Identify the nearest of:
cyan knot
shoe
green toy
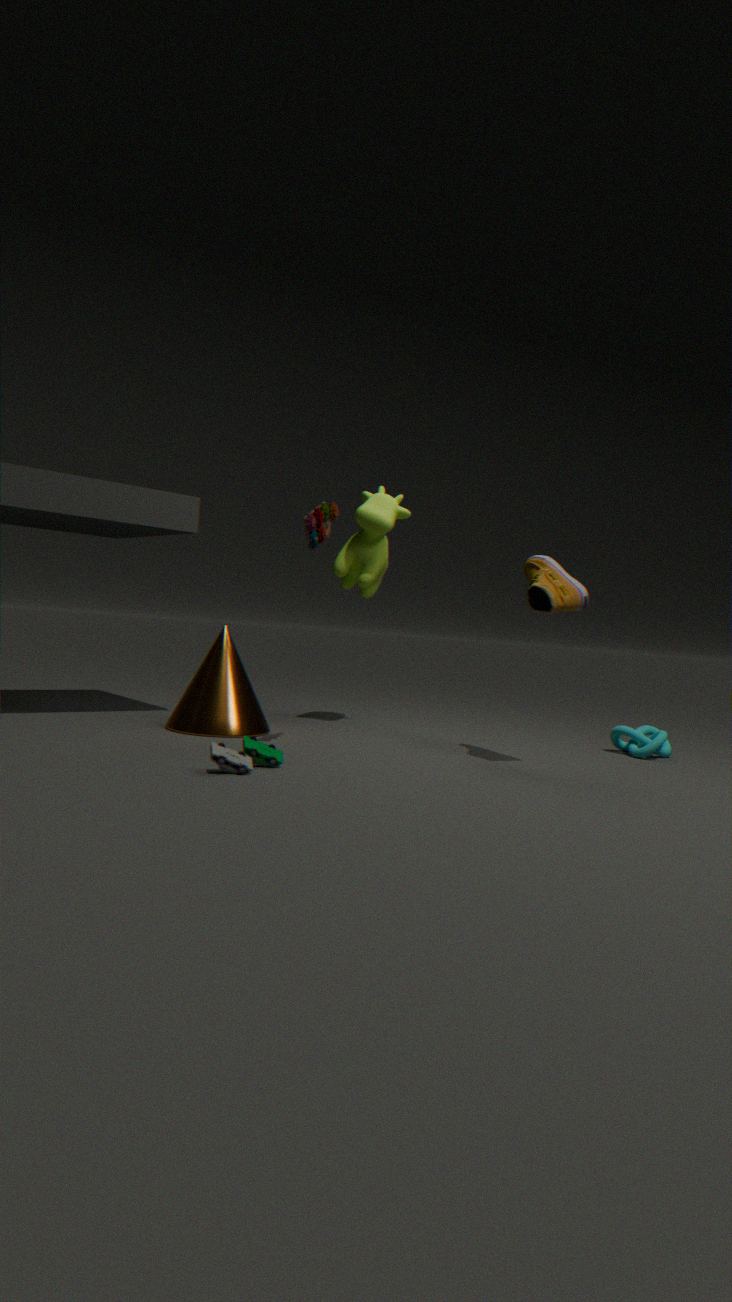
green toy
